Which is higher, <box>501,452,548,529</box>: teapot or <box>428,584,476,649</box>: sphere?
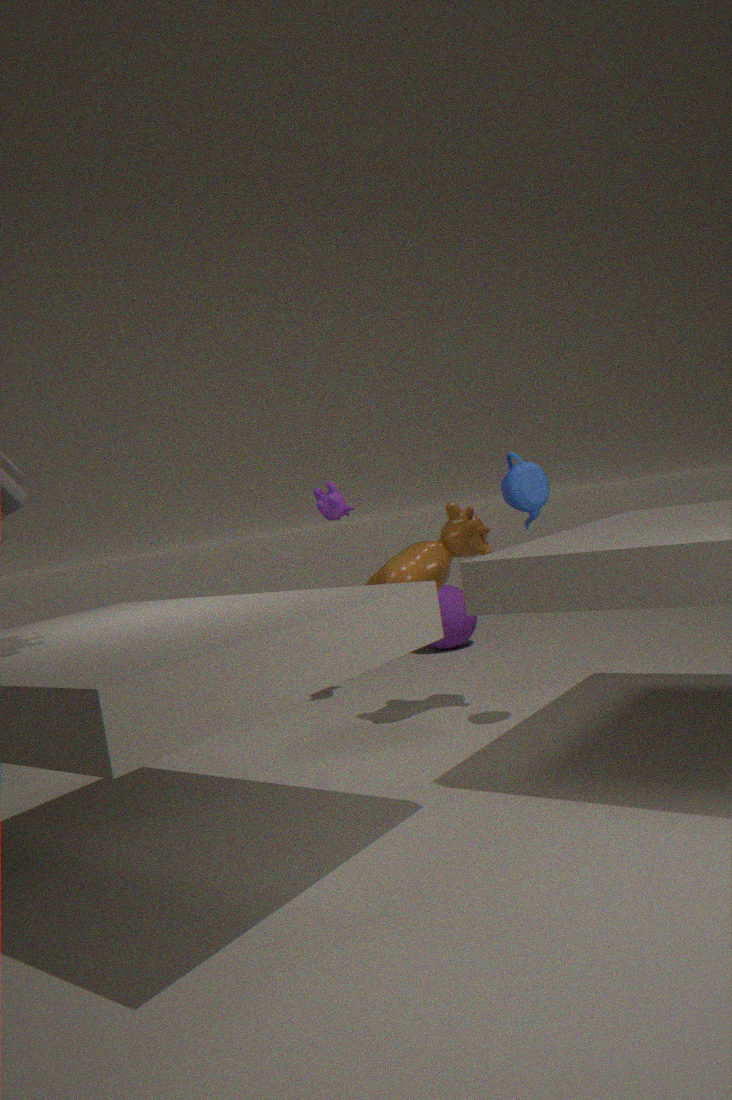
<box>501,452,548,529</box>: teapot
